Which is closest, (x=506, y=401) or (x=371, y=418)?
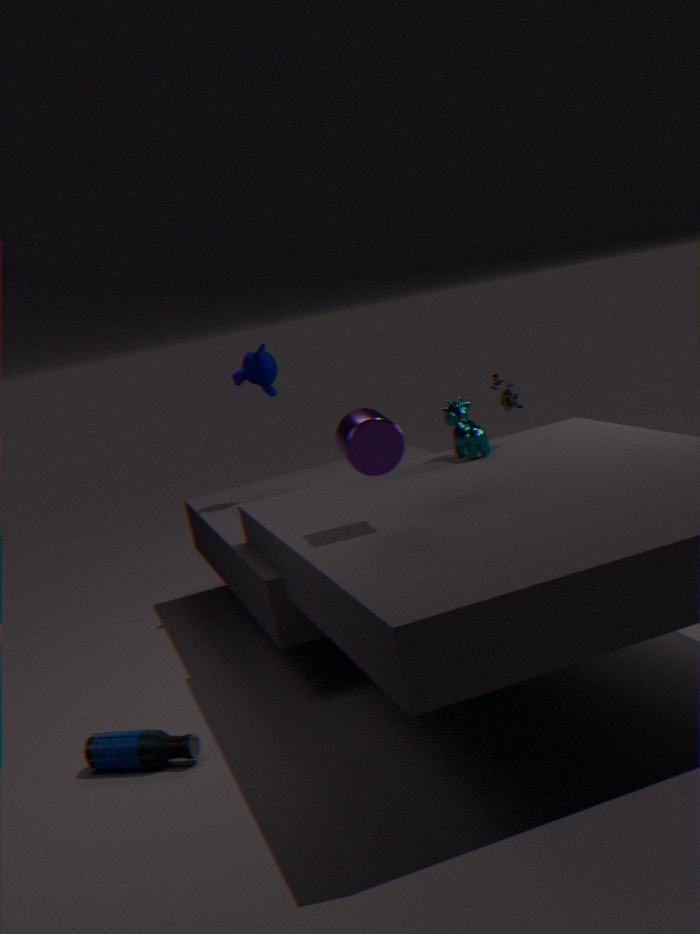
(x=371, y=418)
